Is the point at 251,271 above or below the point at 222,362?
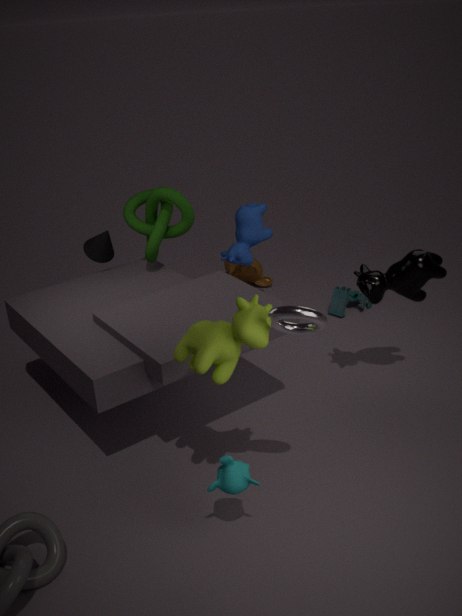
below
